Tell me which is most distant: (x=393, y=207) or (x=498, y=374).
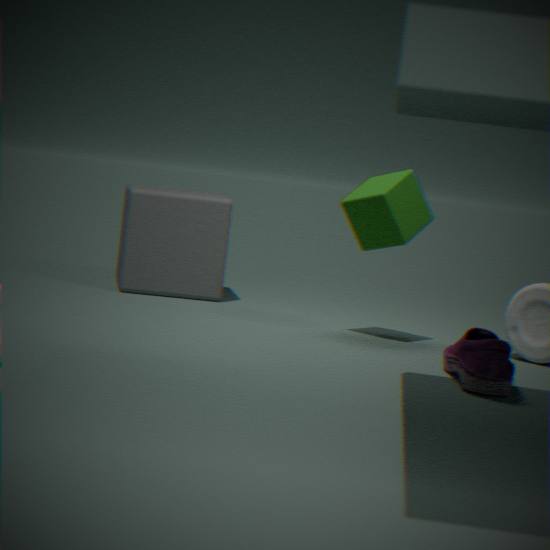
(x=393, y=207)
